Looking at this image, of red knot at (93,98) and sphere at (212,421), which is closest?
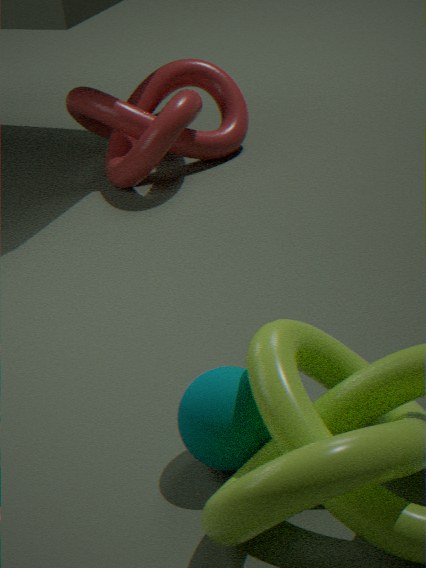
sphere at (212,421)
